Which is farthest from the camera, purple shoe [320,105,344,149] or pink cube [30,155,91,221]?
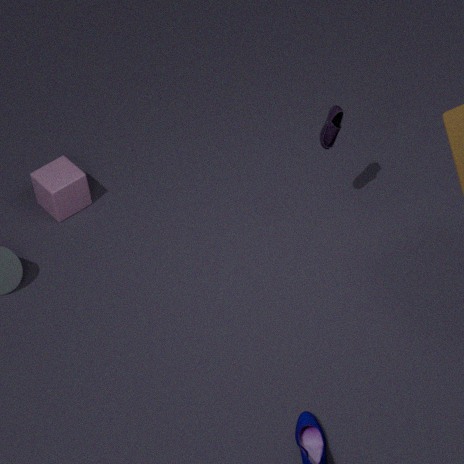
pink cube [30,155,91,221]
